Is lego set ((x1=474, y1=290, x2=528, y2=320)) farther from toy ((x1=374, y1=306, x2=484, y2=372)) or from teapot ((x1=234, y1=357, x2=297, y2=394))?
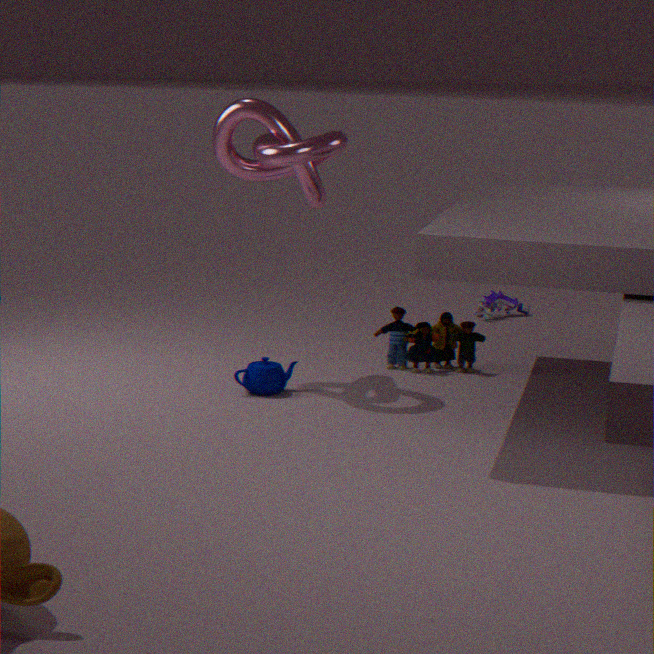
teapot ((x1=234, y1=357, x2=297, y2=394))
